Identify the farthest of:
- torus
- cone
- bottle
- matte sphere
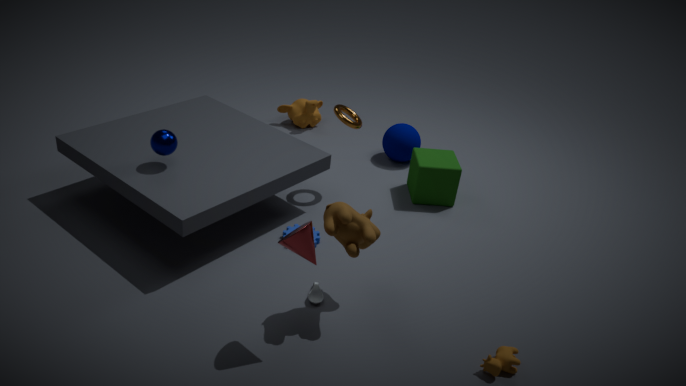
matte sphere
